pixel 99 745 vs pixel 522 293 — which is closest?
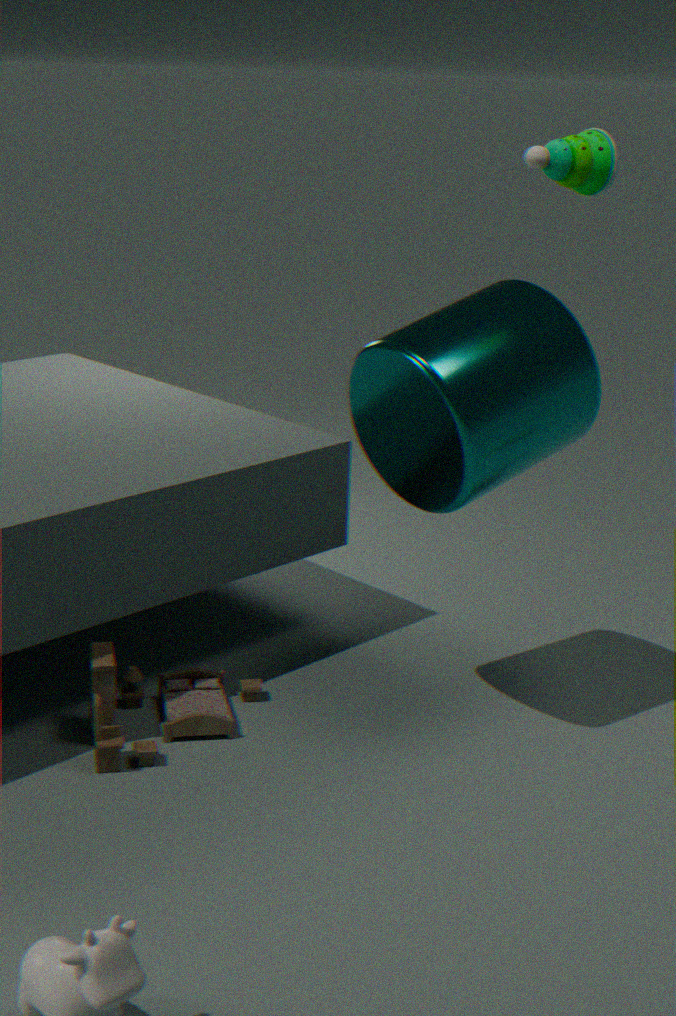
pixel 99 745
